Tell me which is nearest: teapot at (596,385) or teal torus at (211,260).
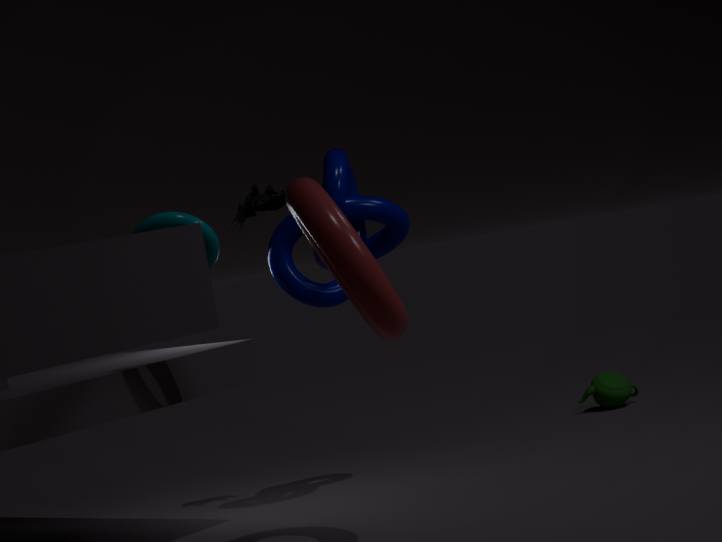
teal torus at (211,260)
